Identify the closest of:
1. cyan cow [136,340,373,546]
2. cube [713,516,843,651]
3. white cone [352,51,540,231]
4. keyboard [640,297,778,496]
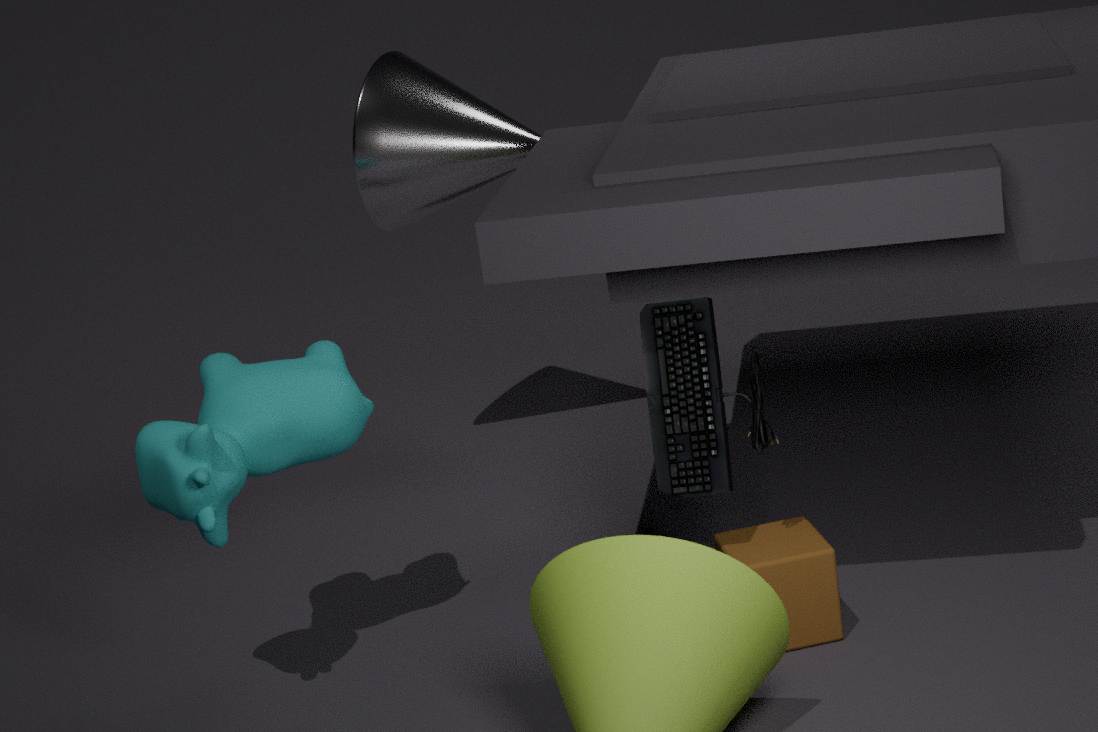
cyan cow [136,340,373,546]
